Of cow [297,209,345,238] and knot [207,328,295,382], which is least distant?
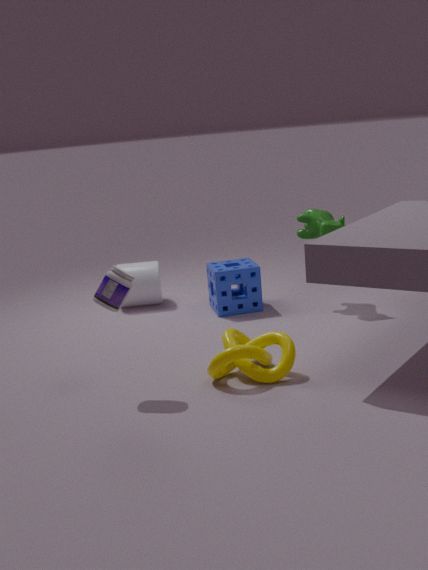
knot [207,328,295,382]
